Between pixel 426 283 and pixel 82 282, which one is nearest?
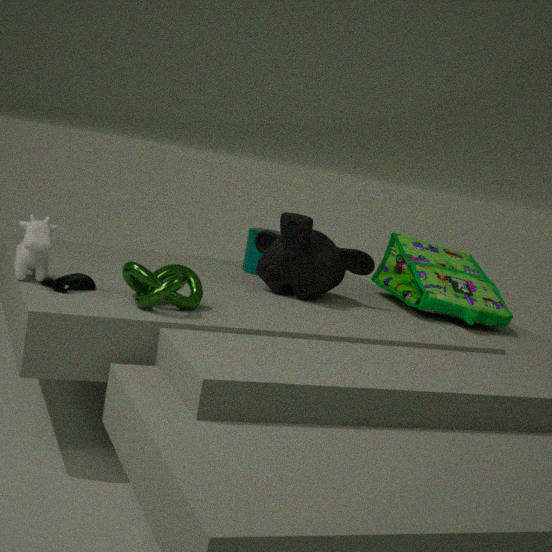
pixel 82 282
